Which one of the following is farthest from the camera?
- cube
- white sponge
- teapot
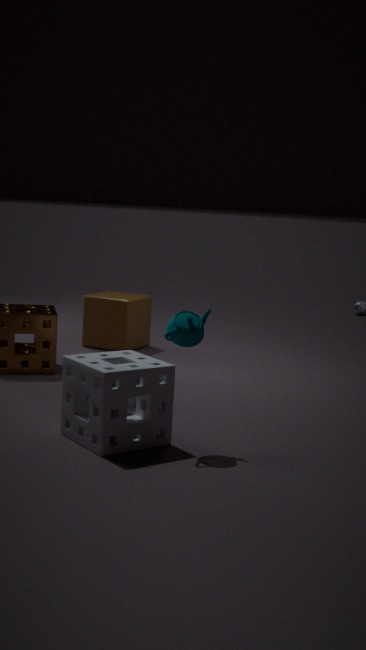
cube
